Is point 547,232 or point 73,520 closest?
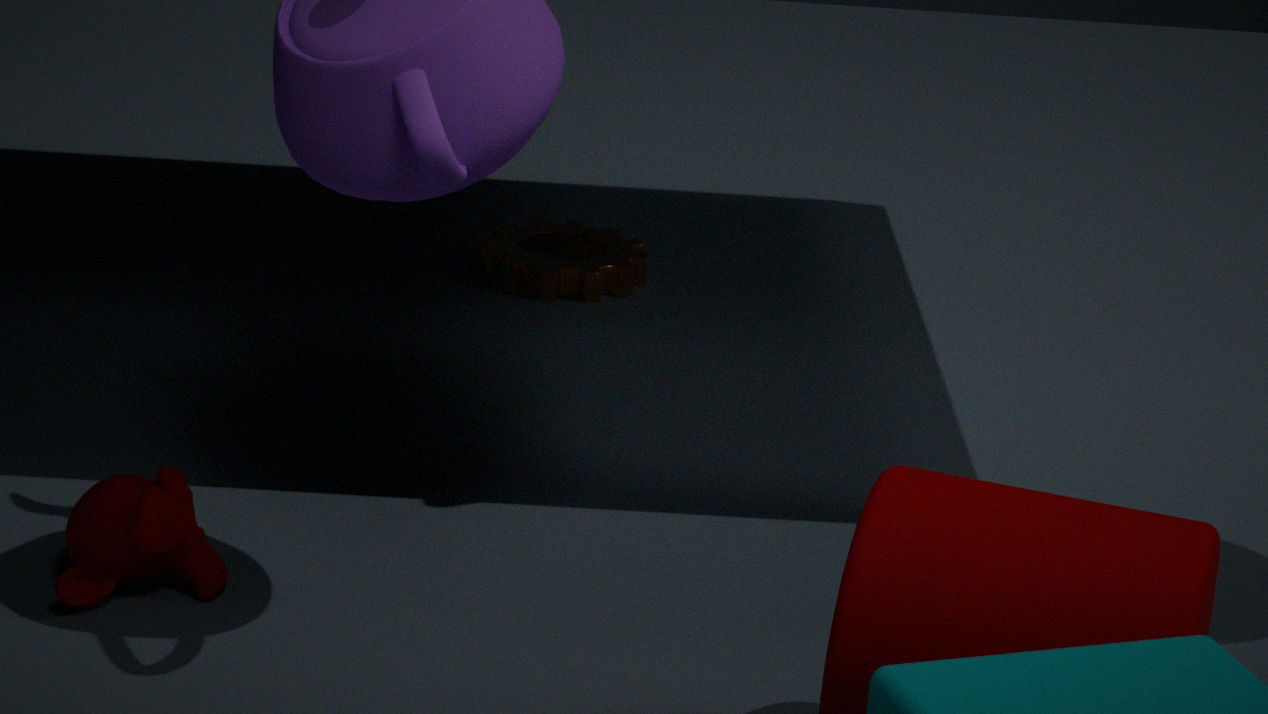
point 73,520
